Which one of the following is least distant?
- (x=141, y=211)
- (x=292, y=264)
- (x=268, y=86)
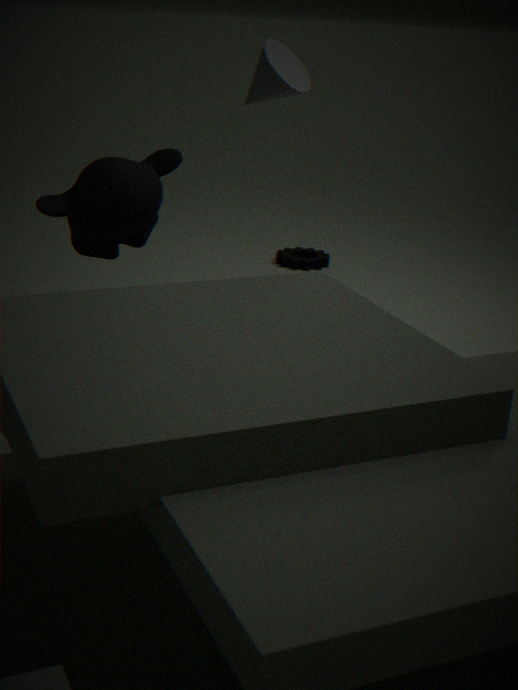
(x=141, y=211)
